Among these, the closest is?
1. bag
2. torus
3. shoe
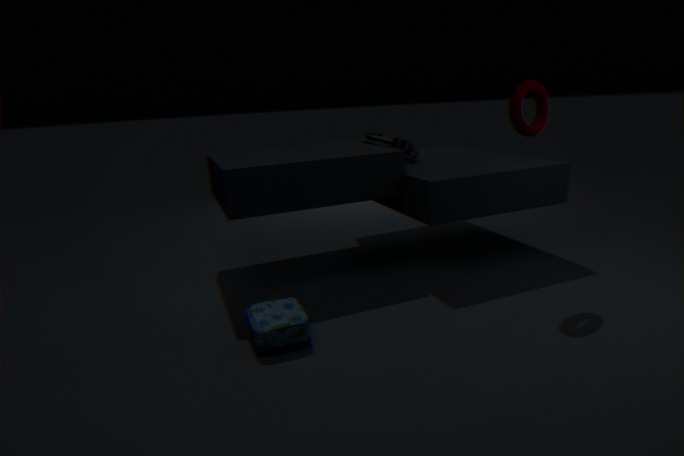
bag
